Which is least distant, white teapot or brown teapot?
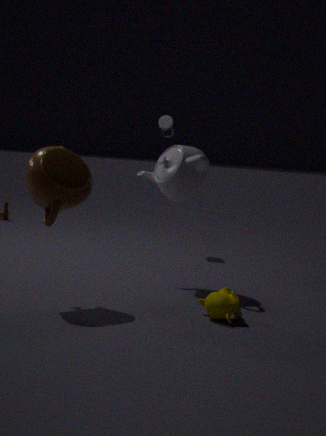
brown teapot
